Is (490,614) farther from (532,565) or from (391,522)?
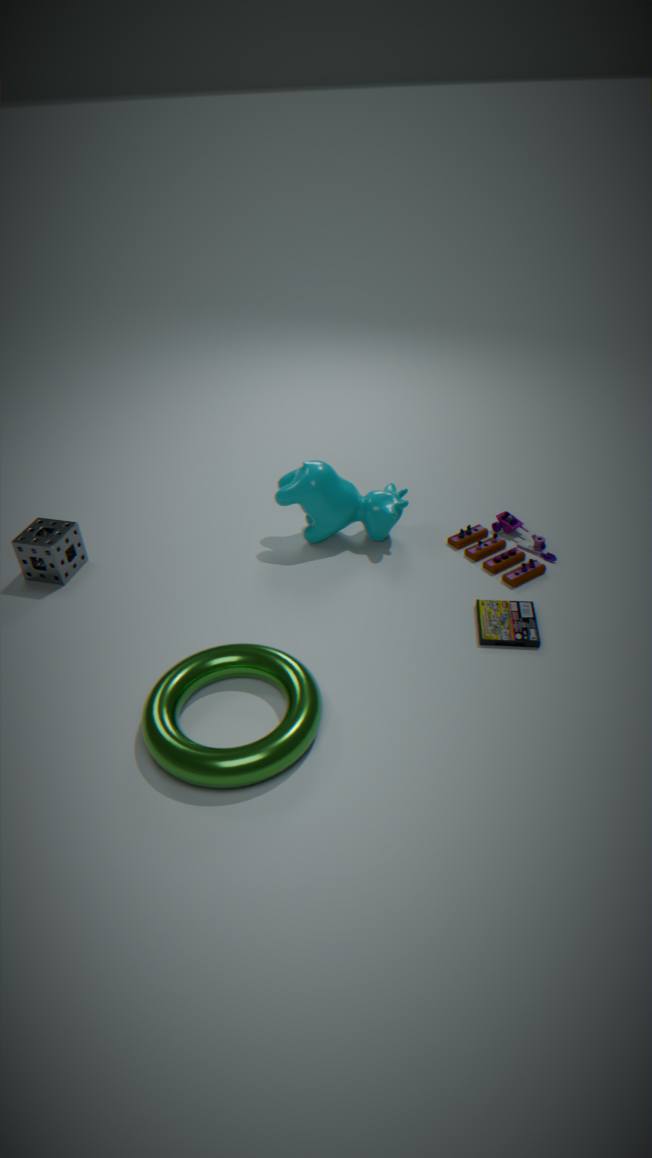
(391,522)
